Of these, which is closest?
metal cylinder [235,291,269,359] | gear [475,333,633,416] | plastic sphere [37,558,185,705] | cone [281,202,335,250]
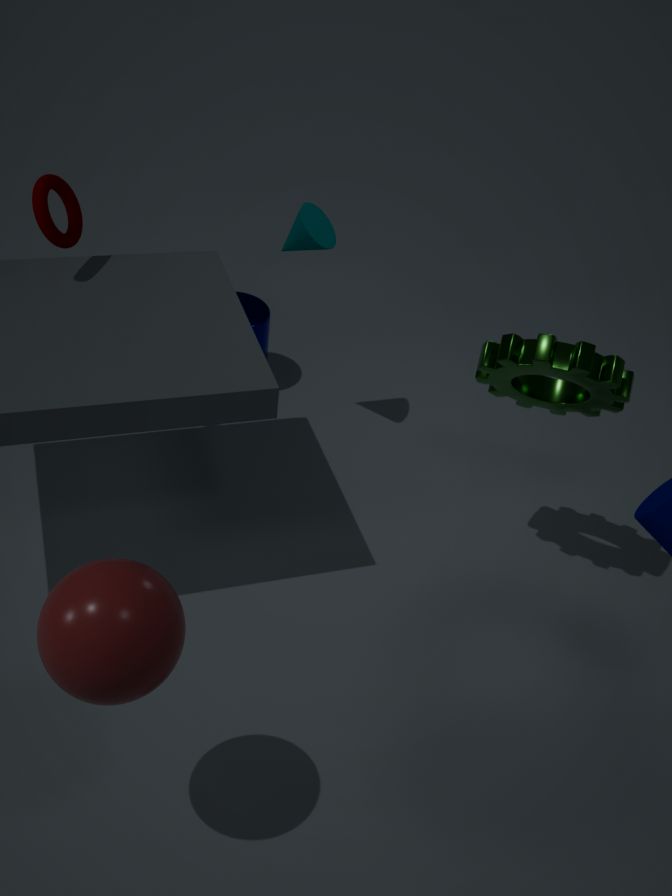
plastic sphere [37,558,185,705]
